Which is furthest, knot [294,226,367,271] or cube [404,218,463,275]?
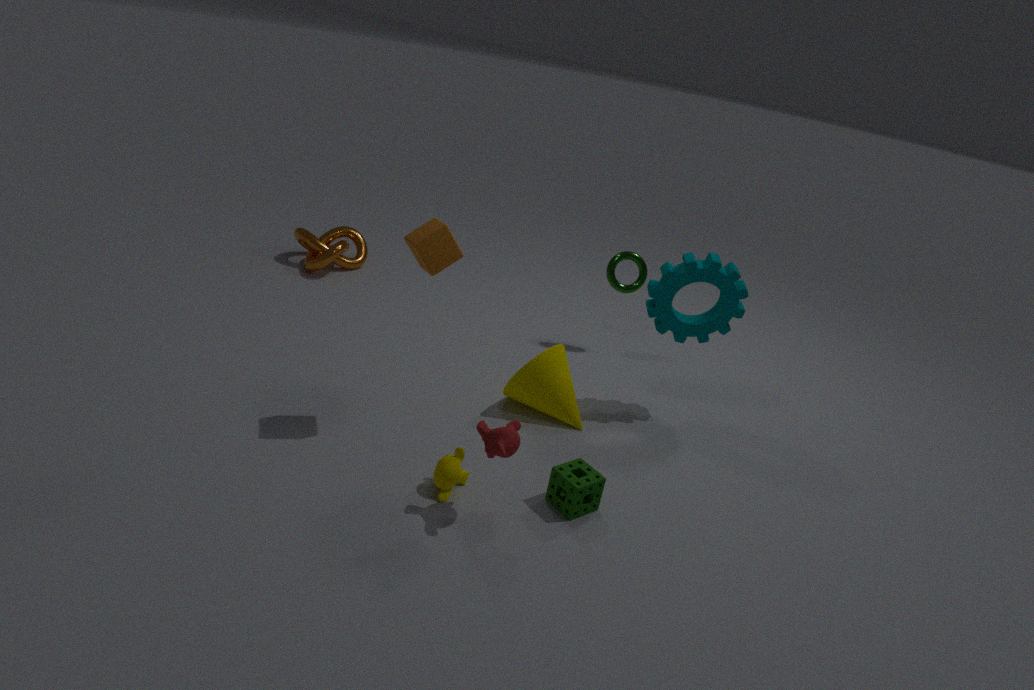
knot [294,226,367,271]
